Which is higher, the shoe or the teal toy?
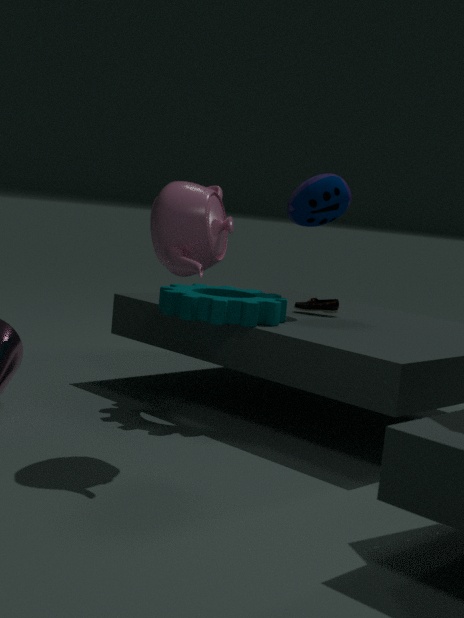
the teal toy
